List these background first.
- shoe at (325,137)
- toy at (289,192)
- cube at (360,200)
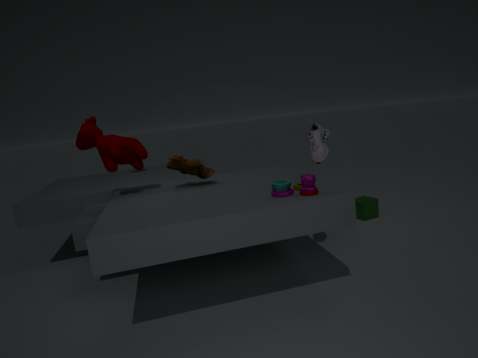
cube at (360,200) < shoe at (325,137) < toy at (289,192)
